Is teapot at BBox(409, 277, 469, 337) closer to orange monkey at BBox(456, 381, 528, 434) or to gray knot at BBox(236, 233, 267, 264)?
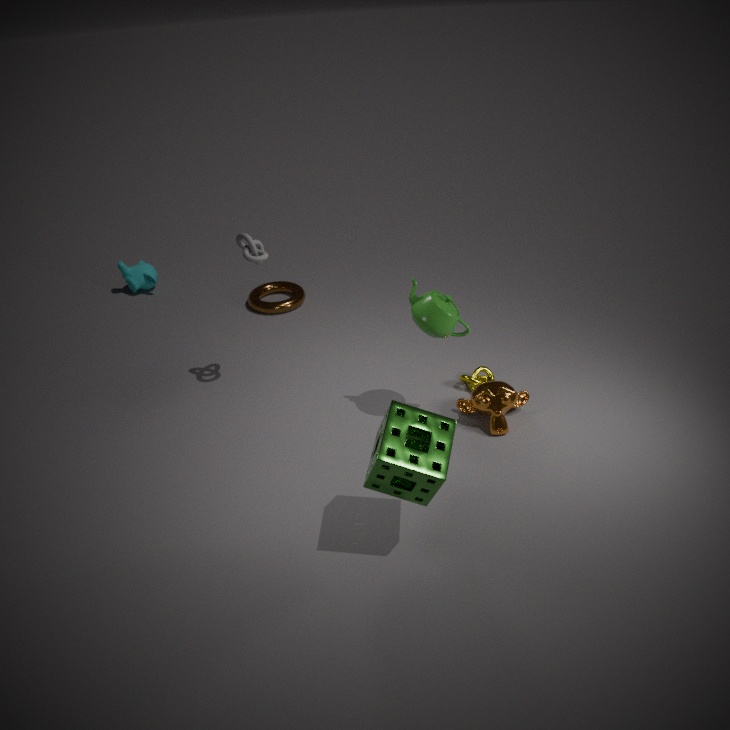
orange monkey at BBox(456, 381, 528, 434)
